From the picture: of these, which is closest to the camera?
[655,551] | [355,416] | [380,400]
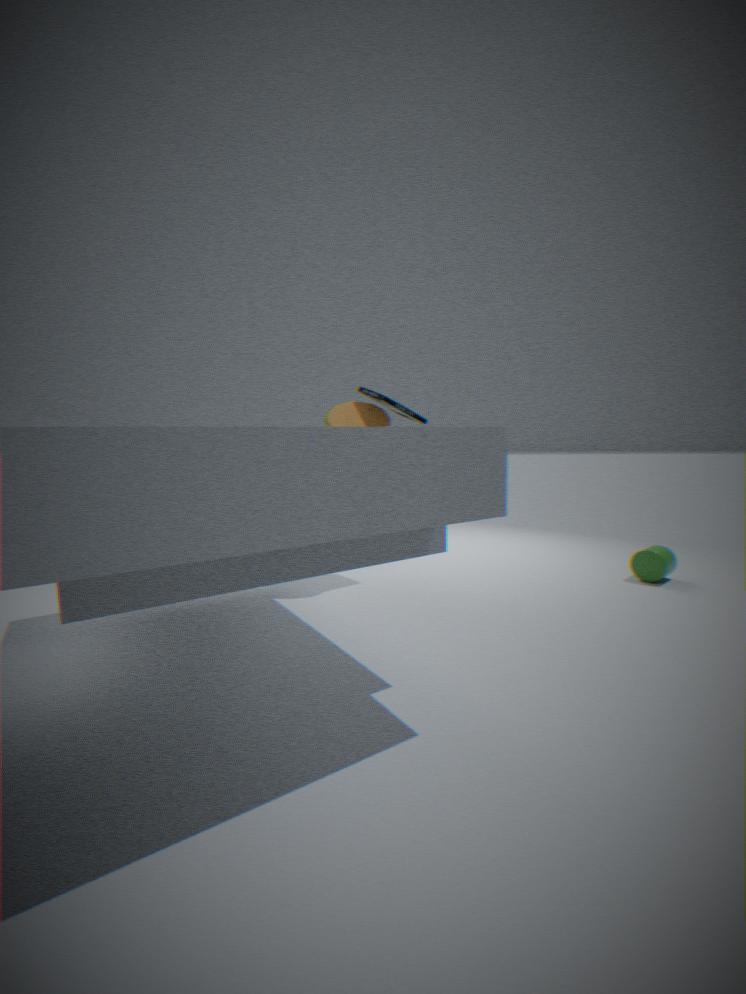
[380,400]
